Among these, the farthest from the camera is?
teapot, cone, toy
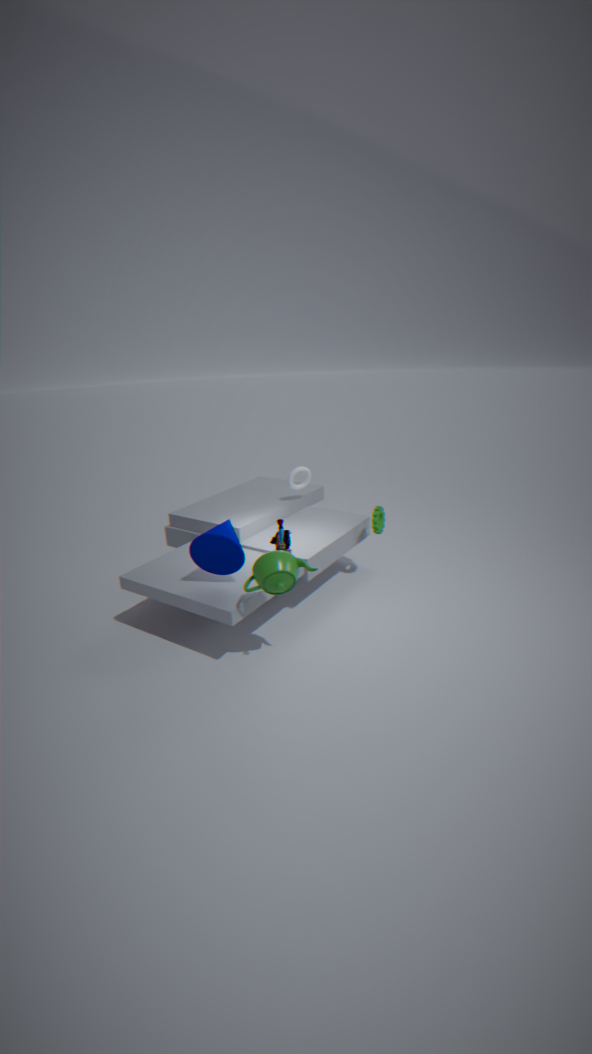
toy
